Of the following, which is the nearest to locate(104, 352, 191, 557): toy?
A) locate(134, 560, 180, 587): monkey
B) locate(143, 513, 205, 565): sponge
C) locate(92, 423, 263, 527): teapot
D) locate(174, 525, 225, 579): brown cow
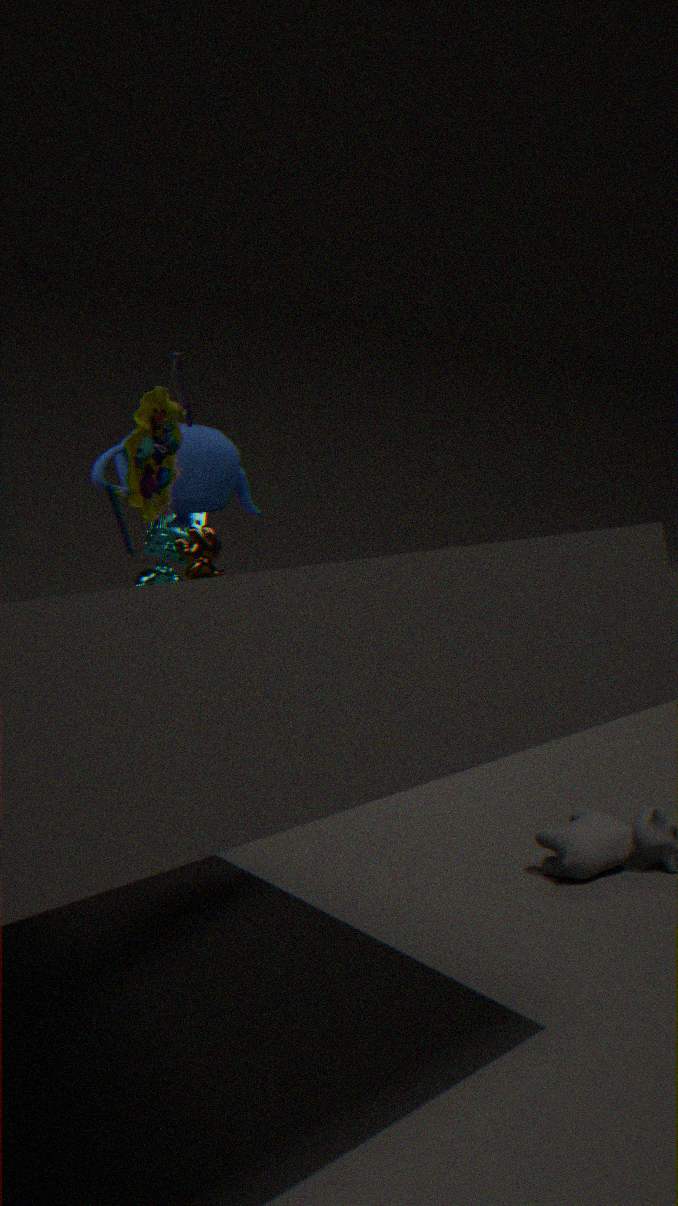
locate(92, 423, 263, 527): teapot
